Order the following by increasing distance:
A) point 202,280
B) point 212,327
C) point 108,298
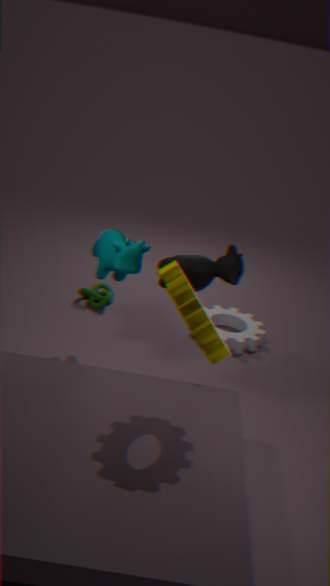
point 212,327 < point 202,280 < point 108,298
